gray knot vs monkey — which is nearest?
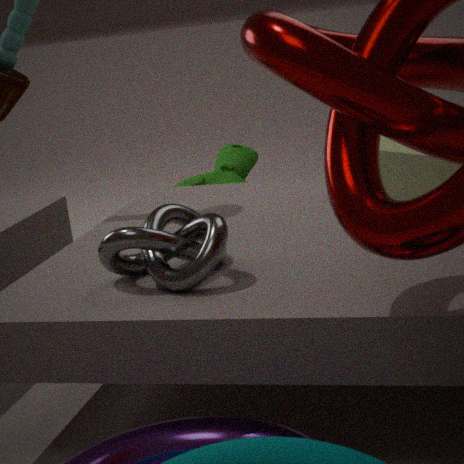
gray knot
